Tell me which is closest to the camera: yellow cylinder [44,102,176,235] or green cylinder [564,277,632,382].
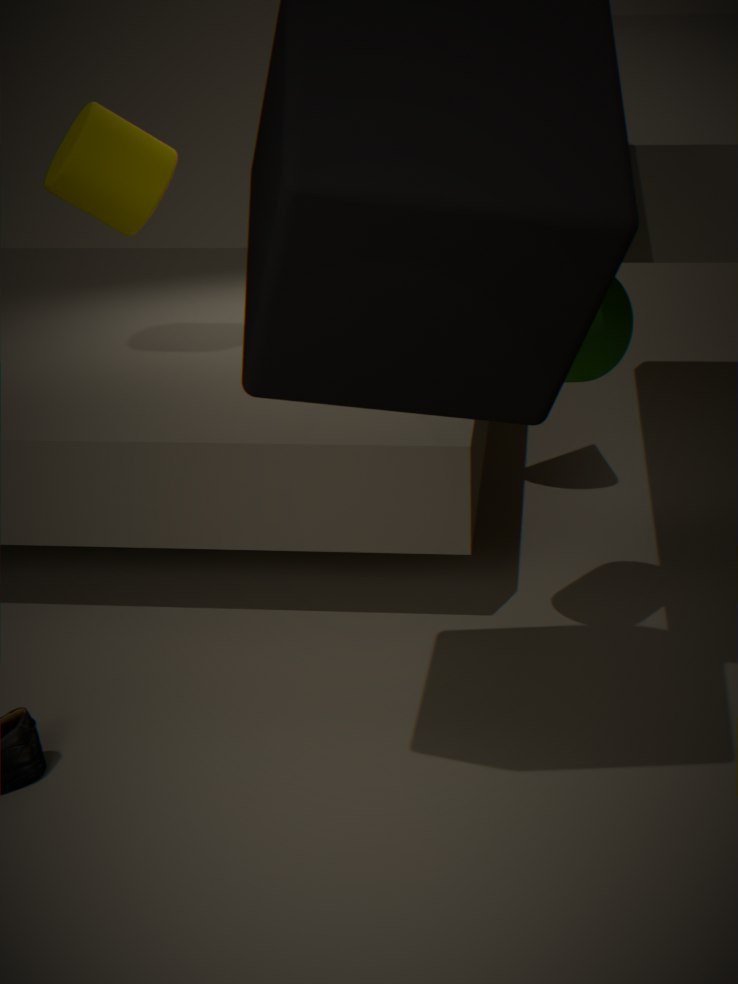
green cylinder [564,277,632,382]
